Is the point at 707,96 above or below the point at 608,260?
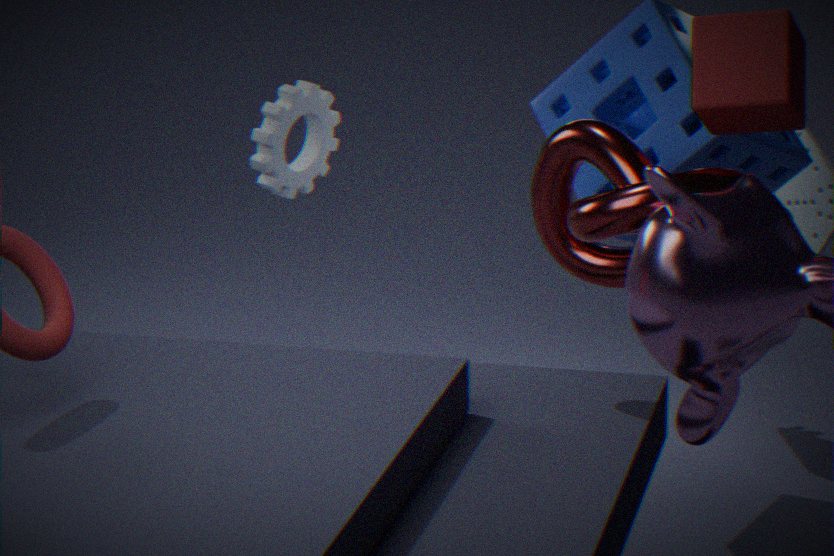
above
